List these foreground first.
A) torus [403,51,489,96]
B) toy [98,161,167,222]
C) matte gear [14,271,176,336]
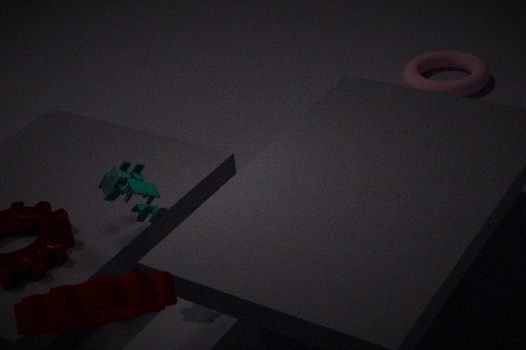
matte gear [14,271,176,336], toy [98,161,167,222], torus [403,51,489,96]
